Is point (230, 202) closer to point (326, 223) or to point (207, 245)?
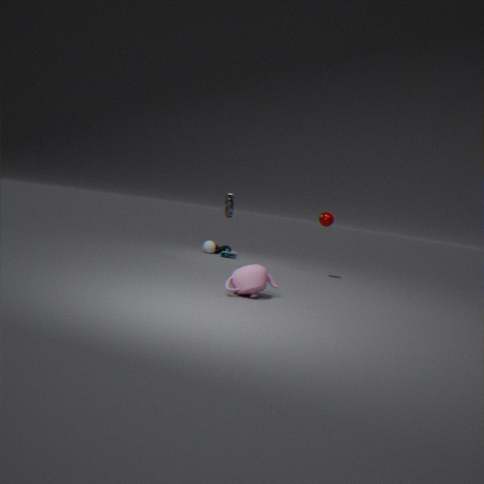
point (326, 223)
